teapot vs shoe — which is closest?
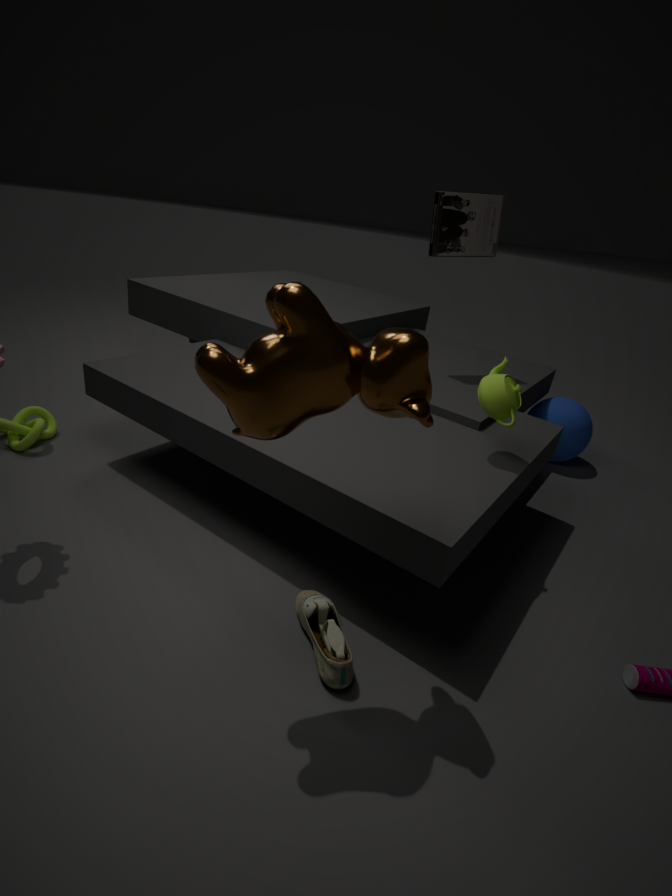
shoe
